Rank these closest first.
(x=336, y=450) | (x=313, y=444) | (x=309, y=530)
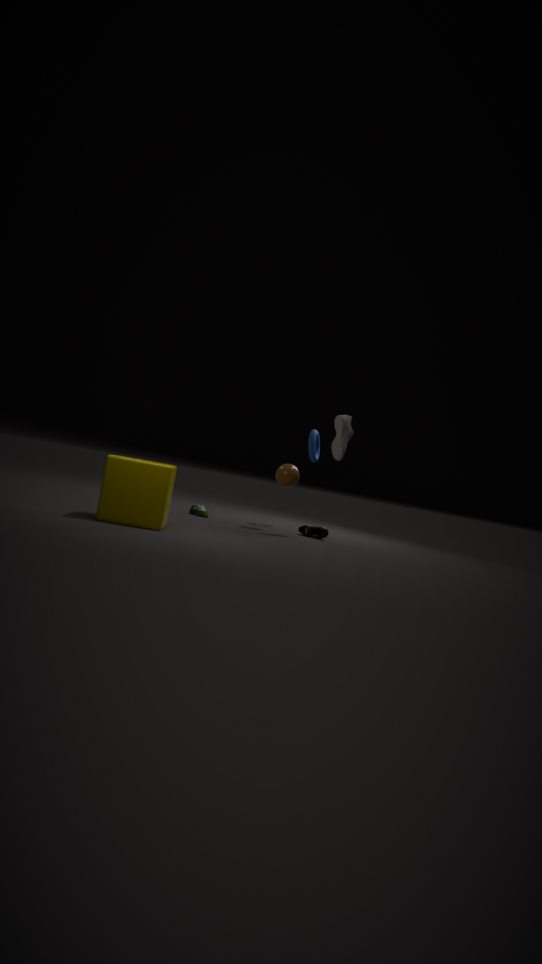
(x=336, y=450), (x=309, y=530), (x=313, y=444)
